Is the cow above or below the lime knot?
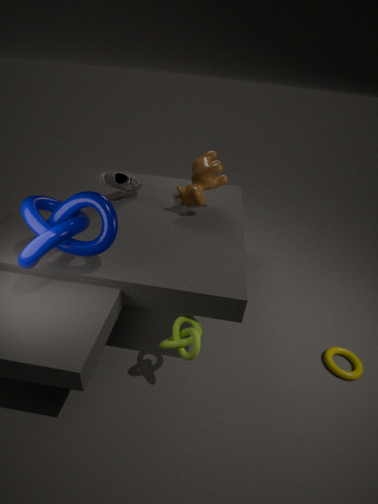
above
